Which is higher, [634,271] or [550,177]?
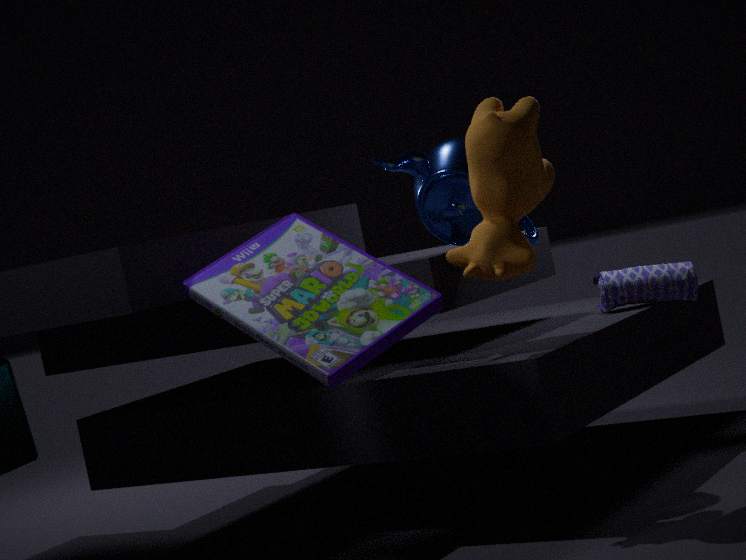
[550,177]
